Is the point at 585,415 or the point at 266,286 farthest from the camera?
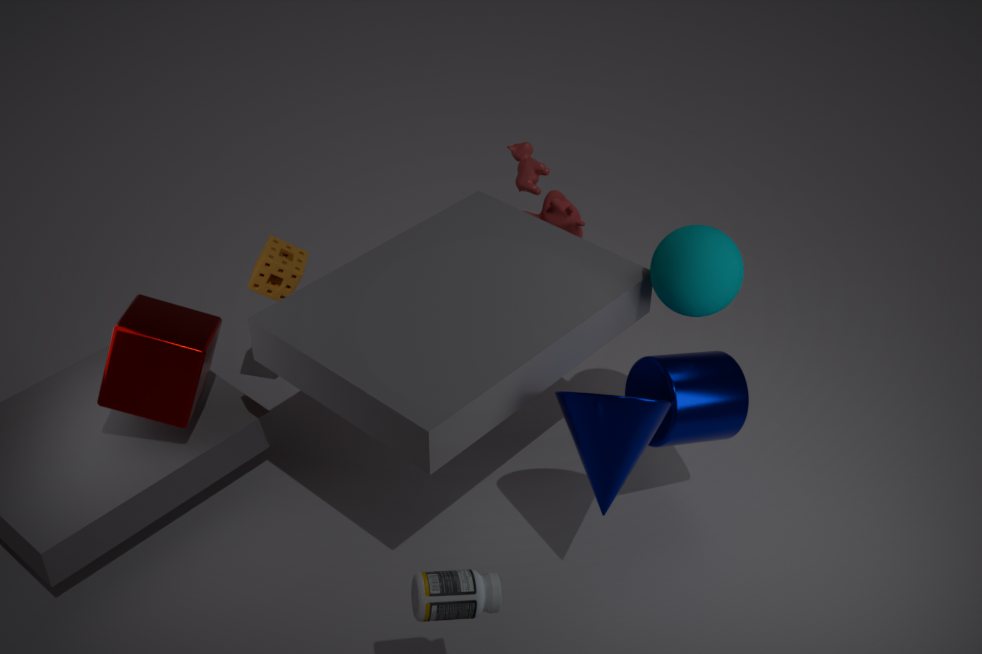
the point at 266,286
